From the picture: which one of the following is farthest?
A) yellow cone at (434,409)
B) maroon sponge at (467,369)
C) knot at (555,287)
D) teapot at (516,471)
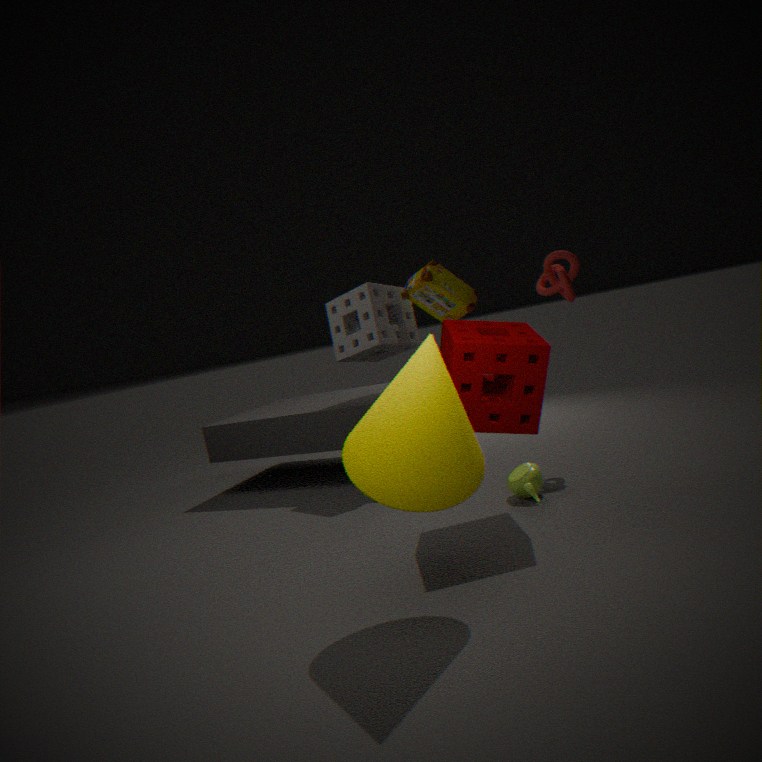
knot at (555,287)
